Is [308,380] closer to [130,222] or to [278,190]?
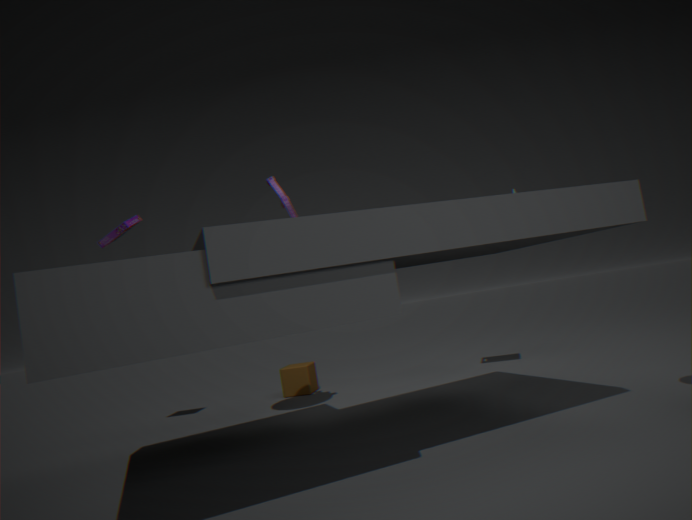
[278,190]
